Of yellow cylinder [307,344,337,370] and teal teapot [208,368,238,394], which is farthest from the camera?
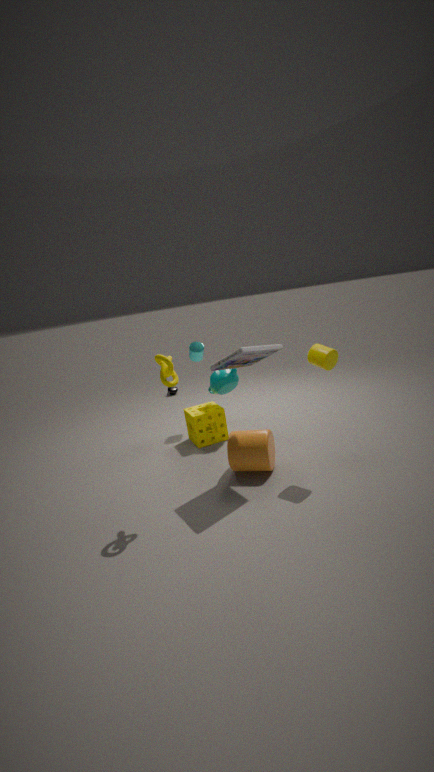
teal teapot [208,368,238,394]
